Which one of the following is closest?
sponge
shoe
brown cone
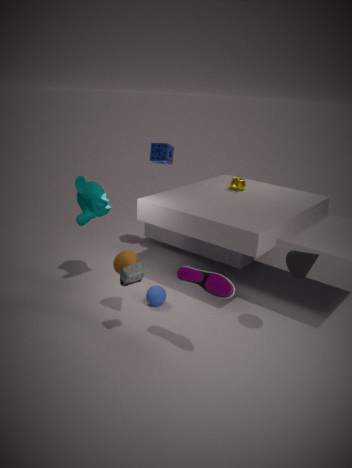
shoe
